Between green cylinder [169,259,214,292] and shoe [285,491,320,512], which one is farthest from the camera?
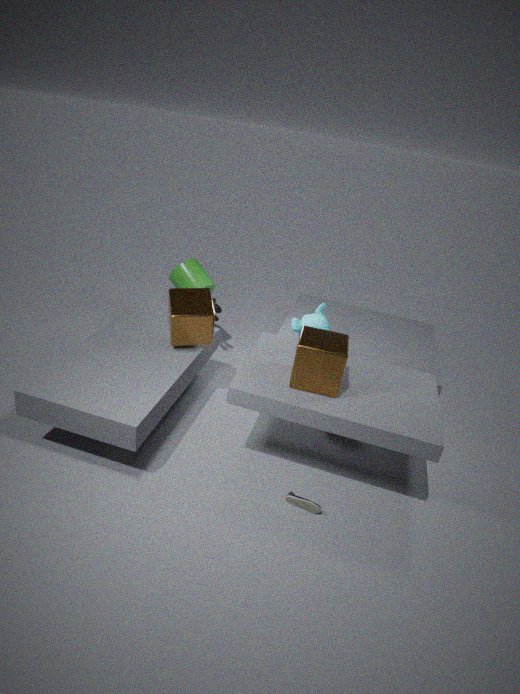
green cylinder [169,259,214,292]
